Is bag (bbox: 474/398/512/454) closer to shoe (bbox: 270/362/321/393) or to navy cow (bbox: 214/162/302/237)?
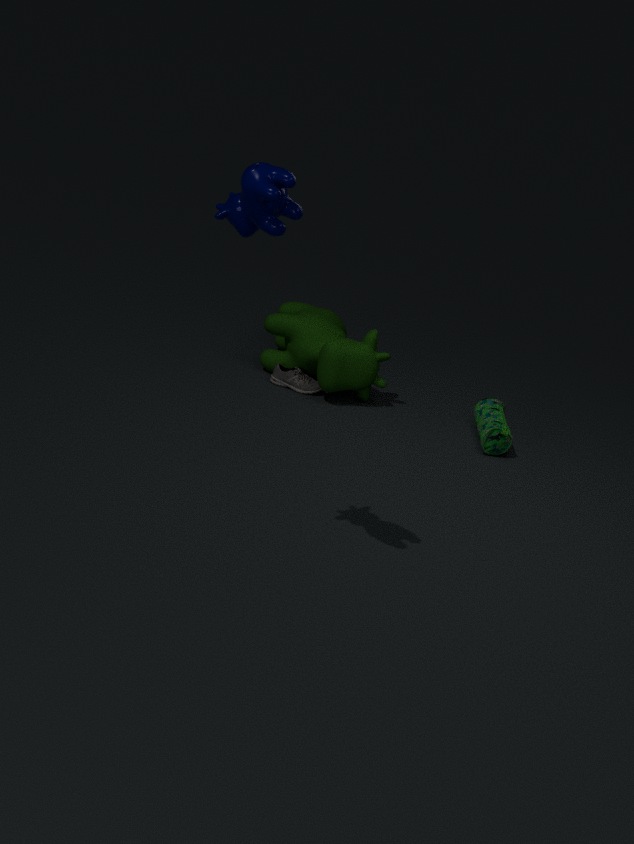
shoe (bbox: 270/362/321/393)
